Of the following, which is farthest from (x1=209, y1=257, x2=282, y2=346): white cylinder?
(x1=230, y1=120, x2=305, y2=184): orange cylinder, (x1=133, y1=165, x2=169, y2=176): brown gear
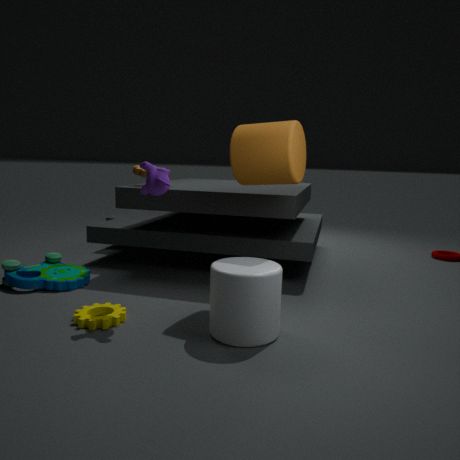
(x1=133, y1=165, x2=169, y2=176): brown gear
